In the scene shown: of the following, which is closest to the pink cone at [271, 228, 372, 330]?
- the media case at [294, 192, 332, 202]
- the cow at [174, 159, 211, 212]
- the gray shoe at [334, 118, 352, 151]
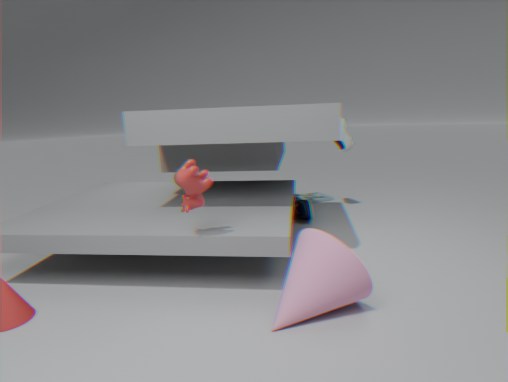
the cow at [174, 159, 211, 212]
